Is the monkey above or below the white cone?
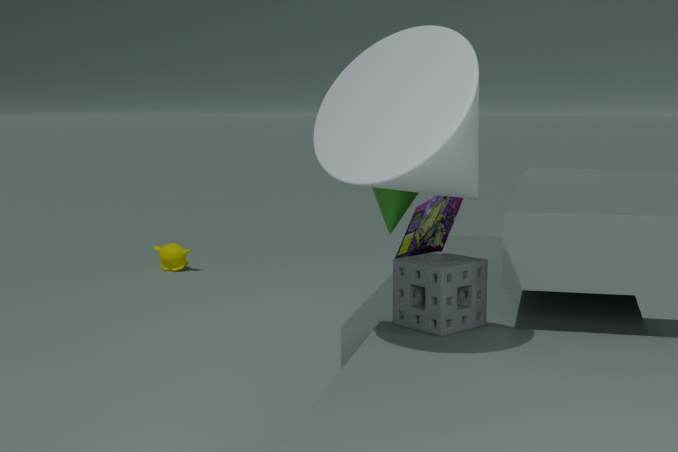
below
